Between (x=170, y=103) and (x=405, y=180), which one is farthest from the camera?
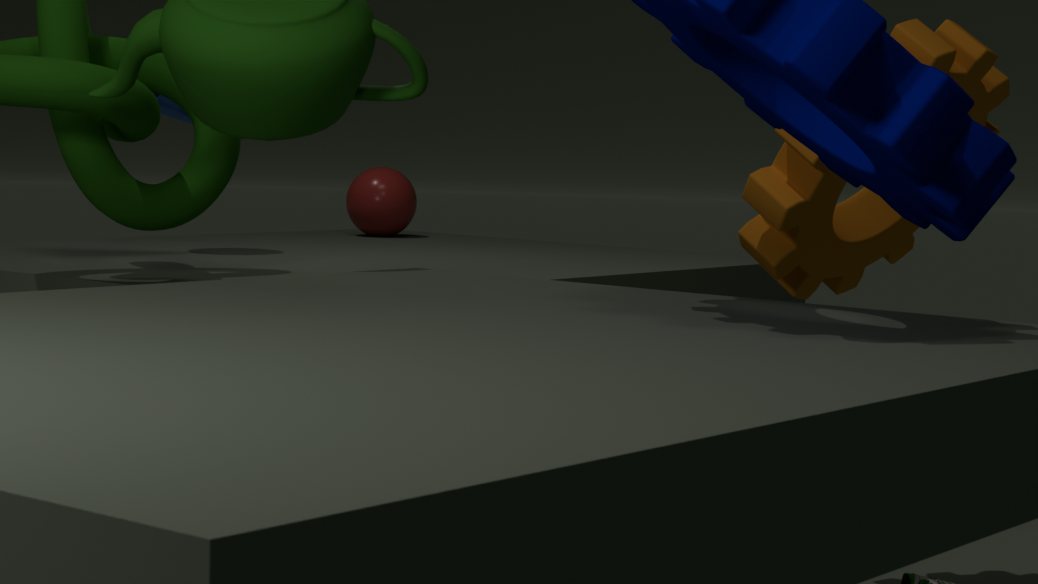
(x=405, y=180)
